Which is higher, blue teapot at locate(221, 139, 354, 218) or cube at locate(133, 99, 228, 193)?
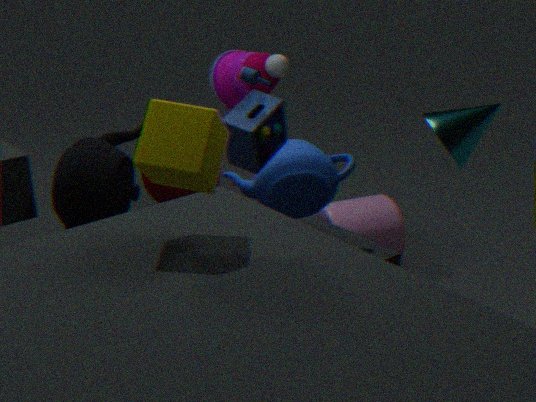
cube at locate(133, 99, 228, 193)
